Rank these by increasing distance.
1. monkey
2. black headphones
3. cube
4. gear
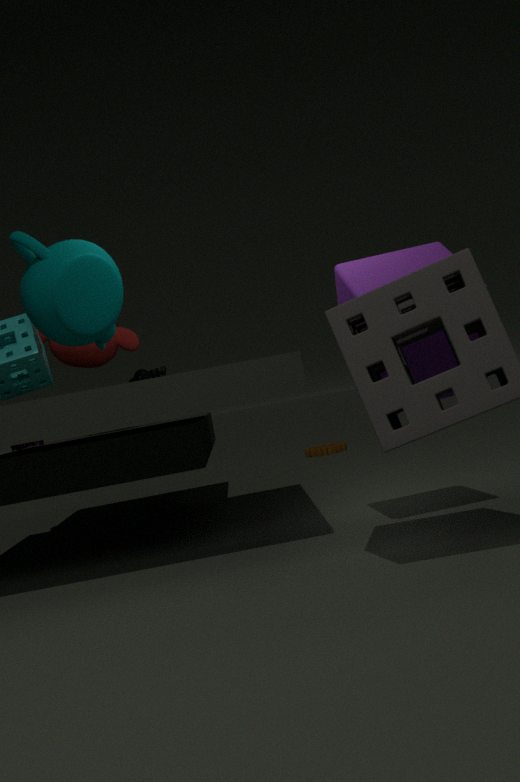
1. cube
2. black headphones
3. monkey
4. gear
